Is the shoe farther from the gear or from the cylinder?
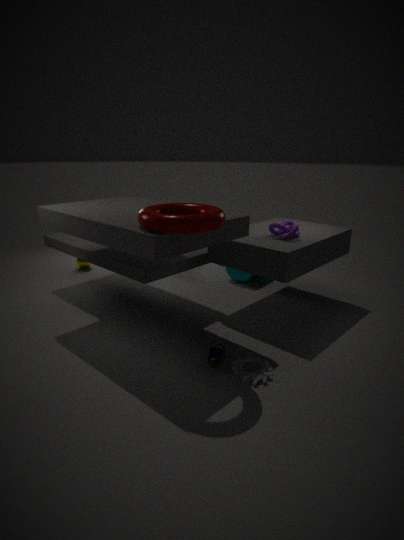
the cylinder
